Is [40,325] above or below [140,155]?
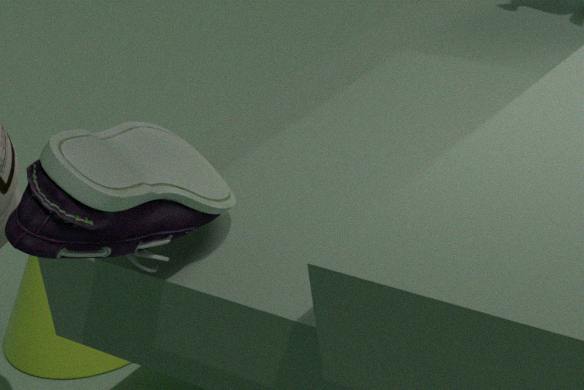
below
